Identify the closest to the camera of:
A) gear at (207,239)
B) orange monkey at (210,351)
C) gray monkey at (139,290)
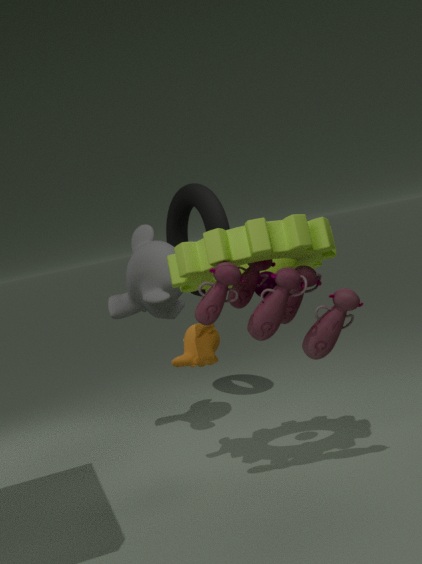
gear at (207,239)
